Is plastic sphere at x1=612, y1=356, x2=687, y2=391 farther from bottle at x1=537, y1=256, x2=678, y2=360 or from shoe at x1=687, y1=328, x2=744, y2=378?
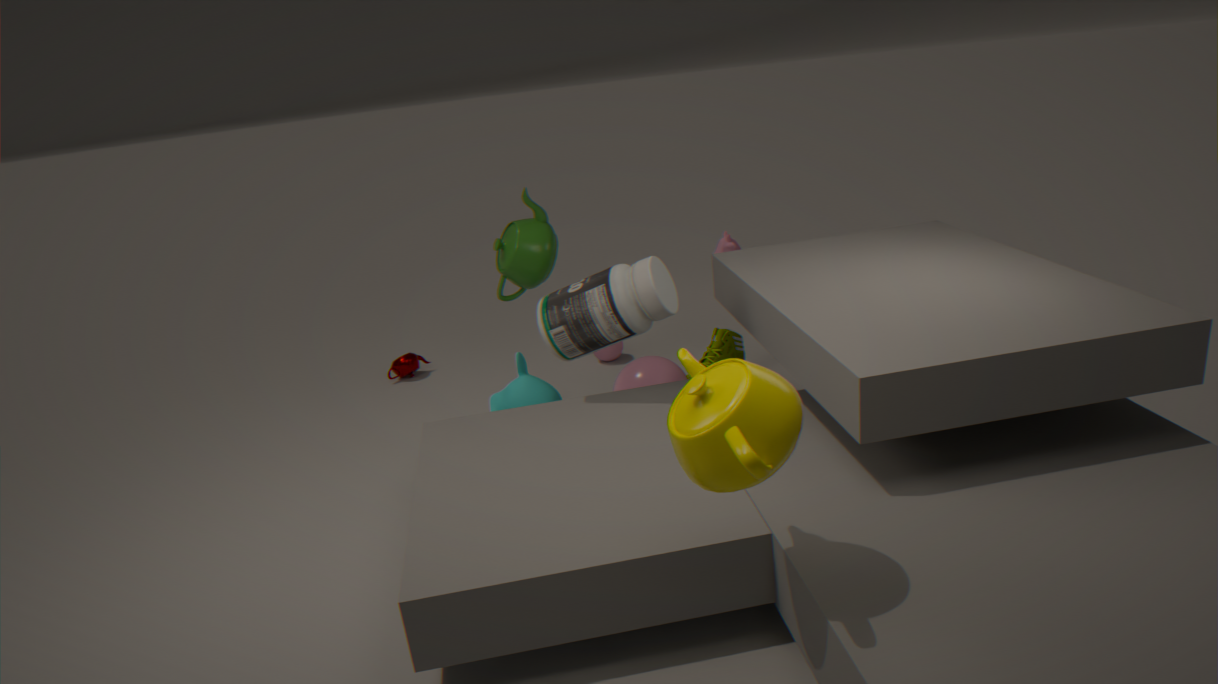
bottle at x1=537, y1=256, x2=678, y2=360
